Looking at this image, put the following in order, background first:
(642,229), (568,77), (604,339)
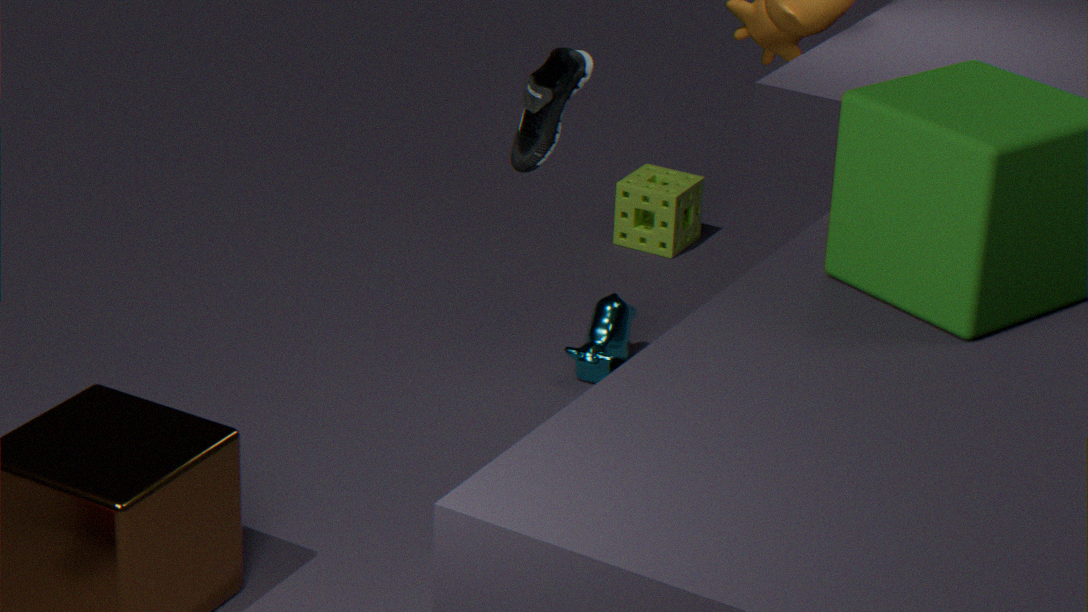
(642,229)
(604,339)
(568,77)
